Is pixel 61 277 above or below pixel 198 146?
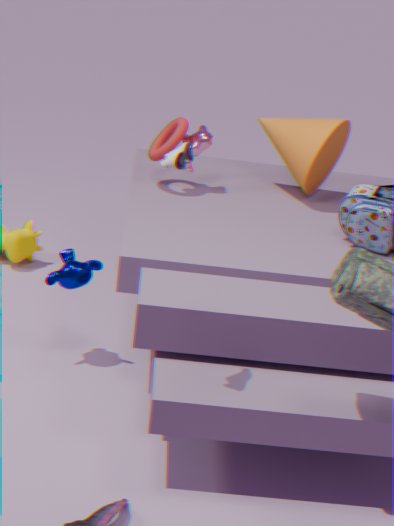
below
